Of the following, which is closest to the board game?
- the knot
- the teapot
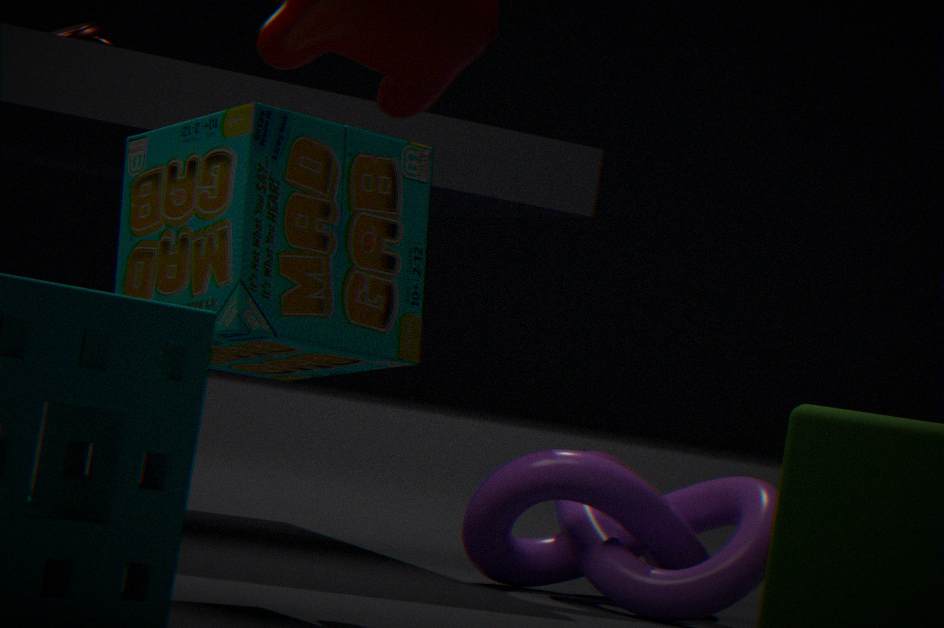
the knot
